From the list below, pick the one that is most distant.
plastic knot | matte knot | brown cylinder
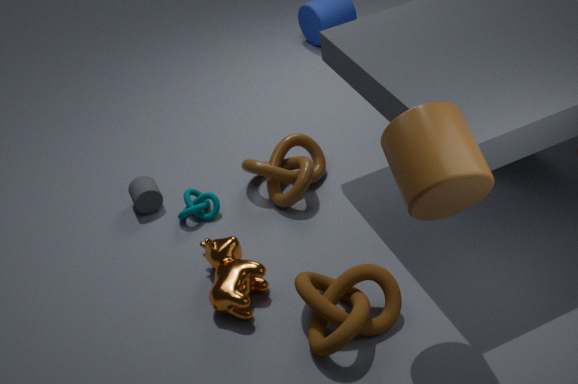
plastic knot
